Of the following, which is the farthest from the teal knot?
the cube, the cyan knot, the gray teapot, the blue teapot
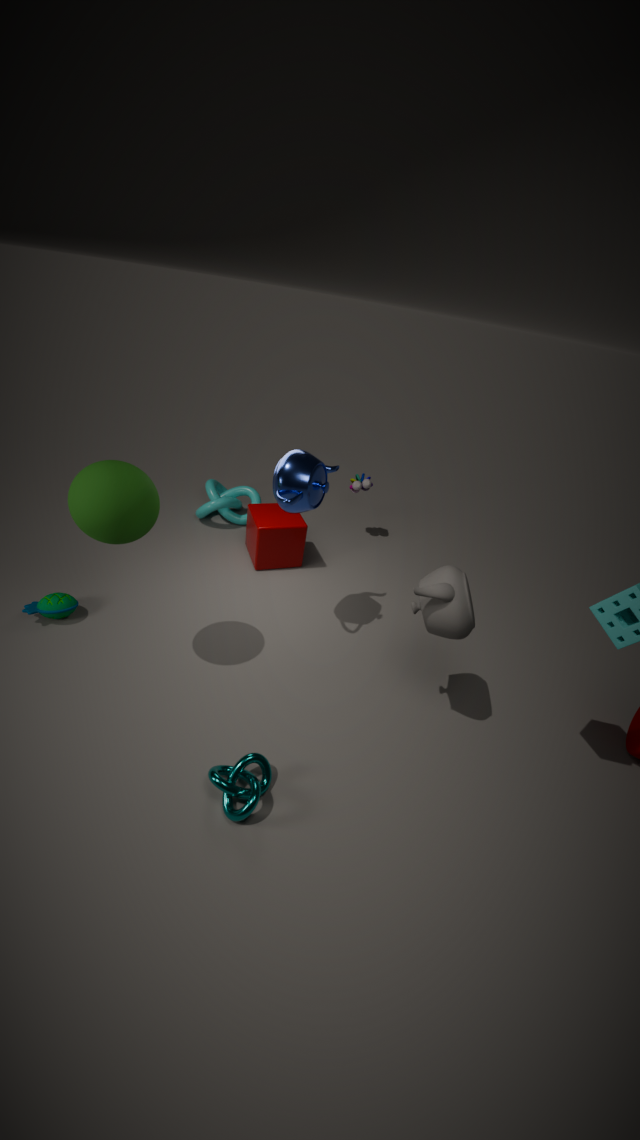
the cyan knot
